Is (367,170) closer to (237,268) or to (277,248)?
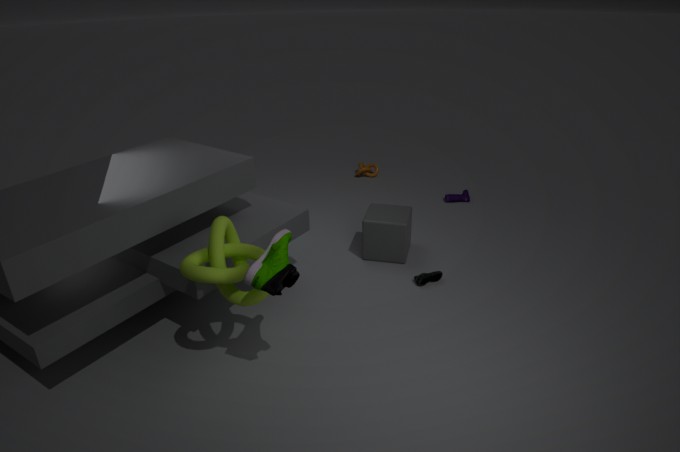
(237,268)
